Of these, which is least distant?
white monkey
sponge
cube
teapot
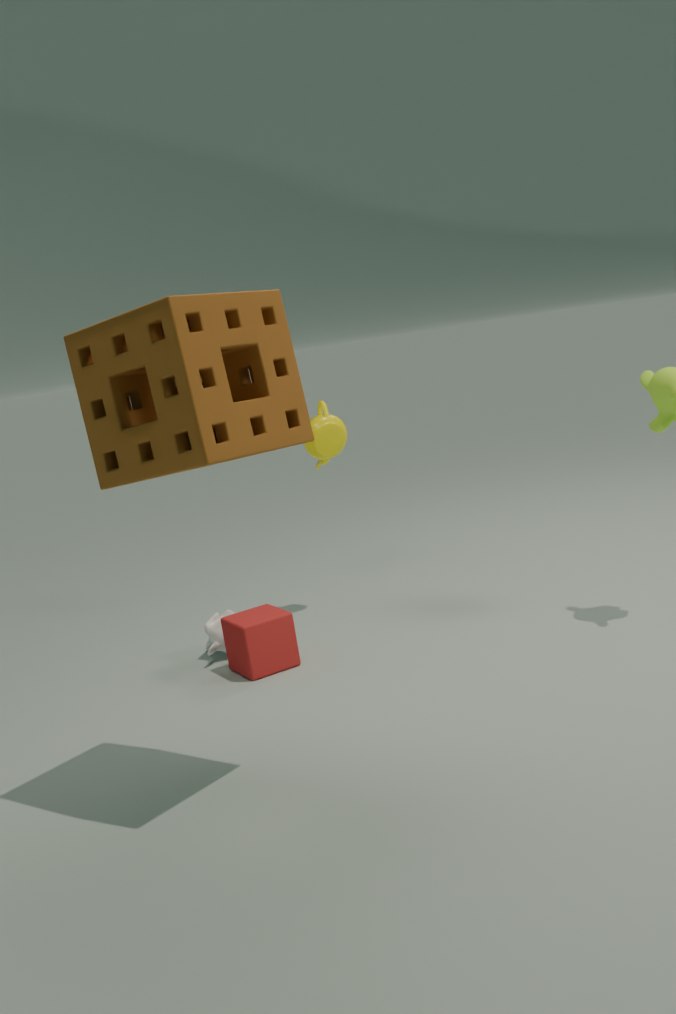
sponge
